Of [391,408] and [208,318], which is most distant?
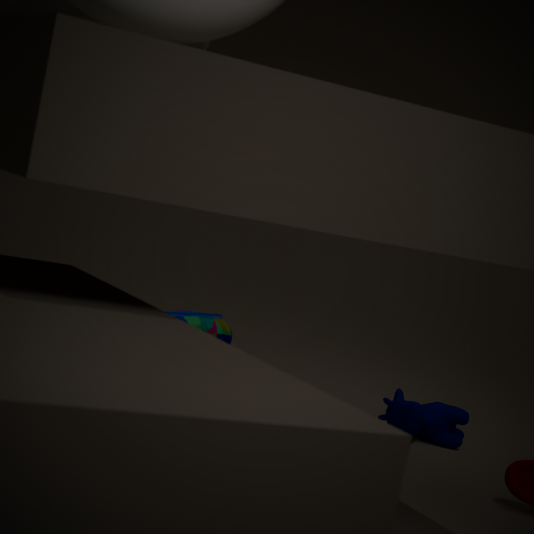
[208,318]
